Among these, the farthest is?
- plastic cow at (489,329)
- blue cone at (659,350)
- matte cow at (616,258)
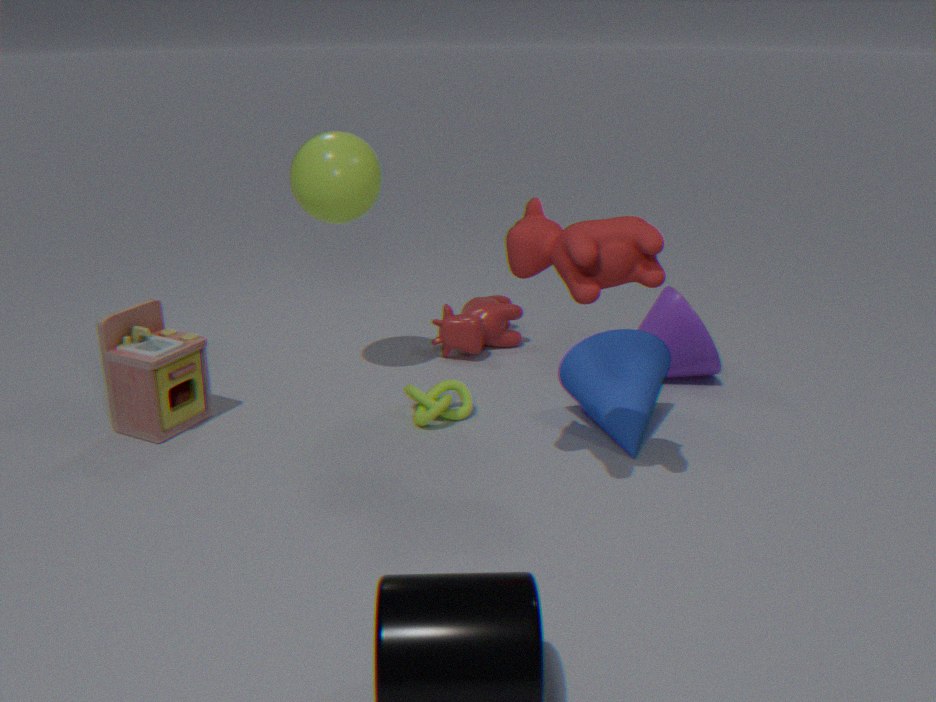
plastic cow at (489,329)
